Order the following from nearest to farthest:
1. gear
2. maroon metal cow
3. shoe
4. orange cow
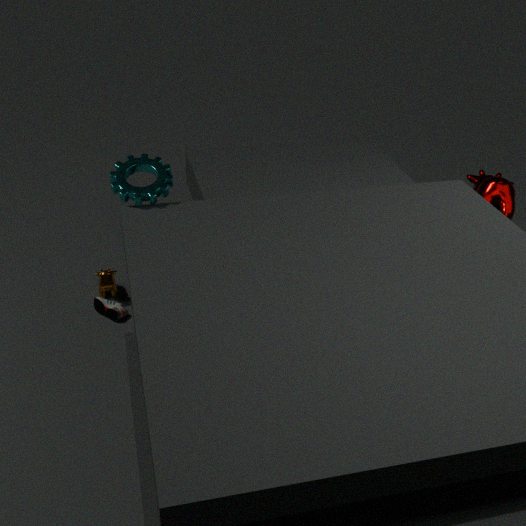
gear < maroon metal cow < shoe < orange cow
